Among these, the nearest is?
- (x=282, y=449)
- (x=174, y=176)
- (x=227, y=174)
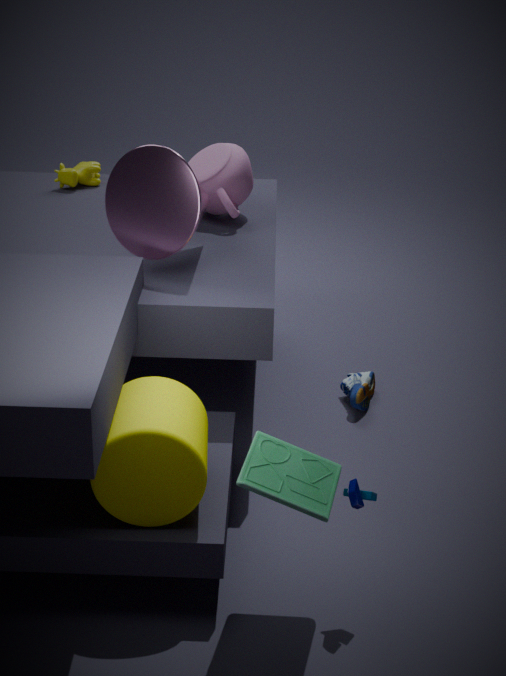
(x=282, y=449)
